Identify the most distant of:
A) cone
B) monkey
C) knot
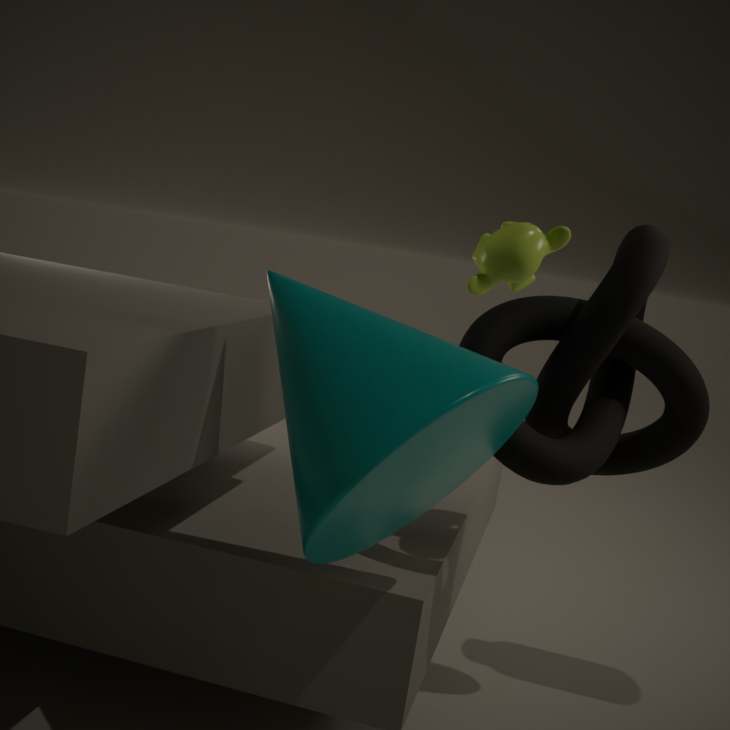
monkey
